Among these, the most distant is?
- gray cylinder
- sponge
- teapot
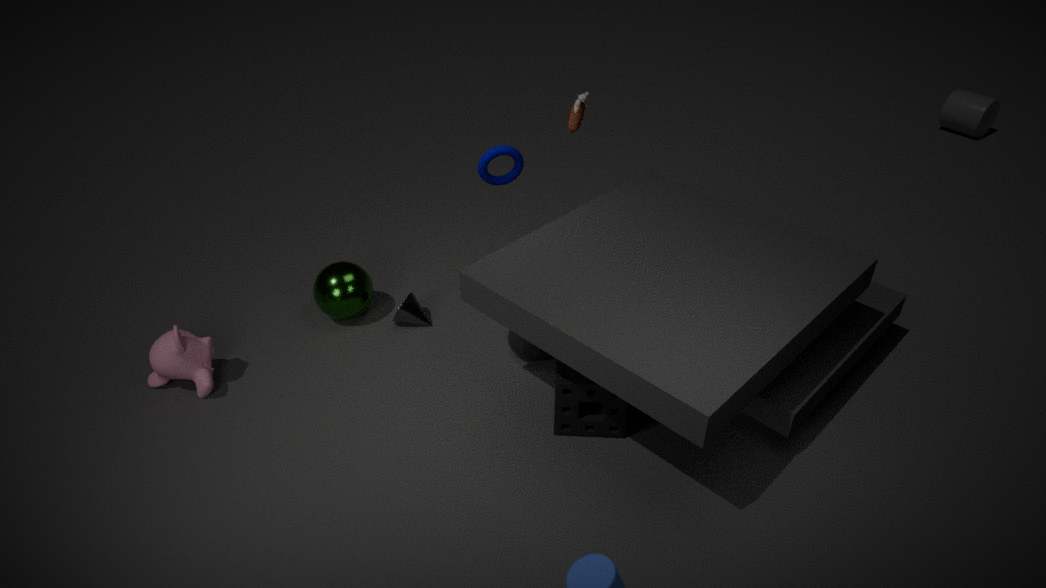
gray cylinder
